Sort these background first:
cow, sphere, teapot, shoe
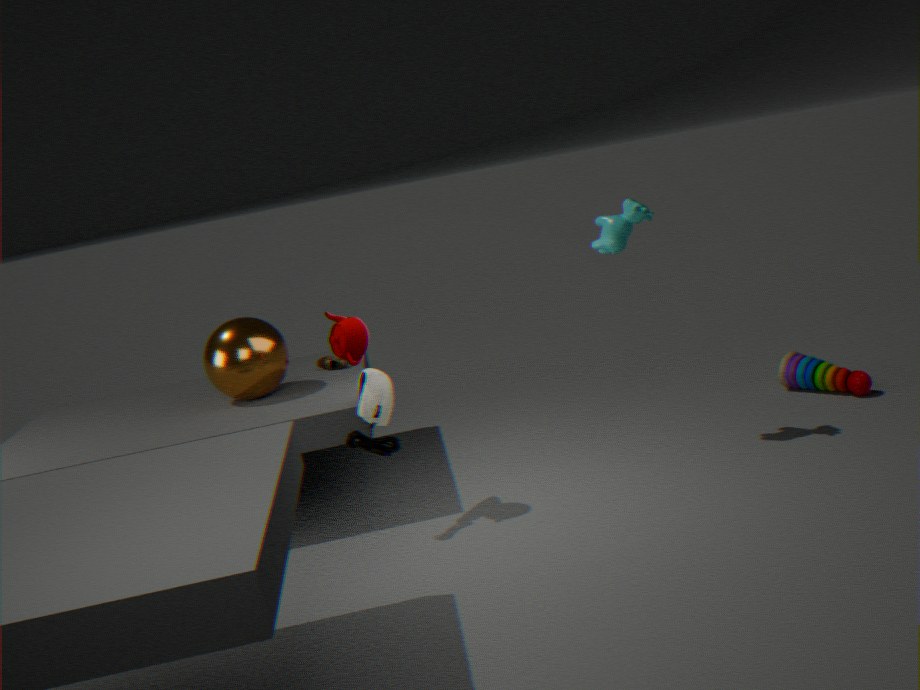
1. shoe
2. sphere
3. cow
4. teapot
